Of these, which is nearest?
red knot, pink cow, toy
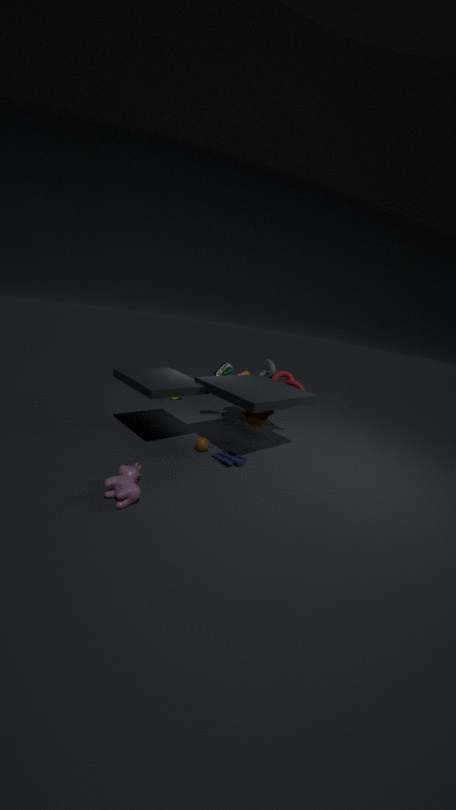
pink cow
